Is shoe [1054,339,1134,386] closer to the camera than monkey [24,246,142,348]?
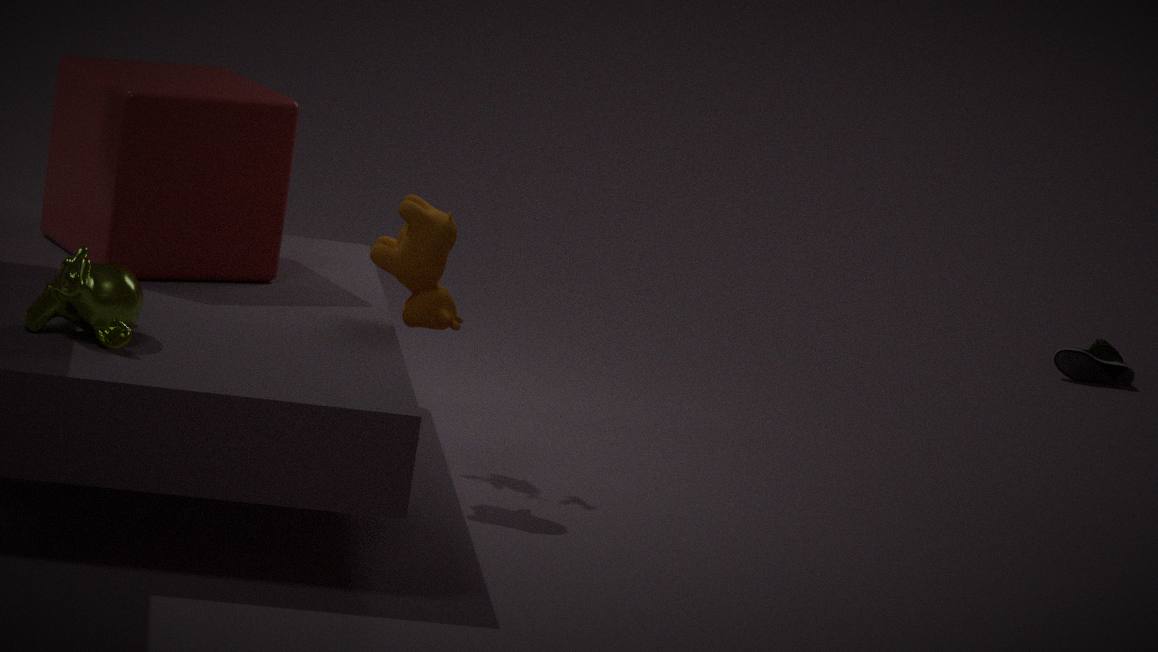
No
